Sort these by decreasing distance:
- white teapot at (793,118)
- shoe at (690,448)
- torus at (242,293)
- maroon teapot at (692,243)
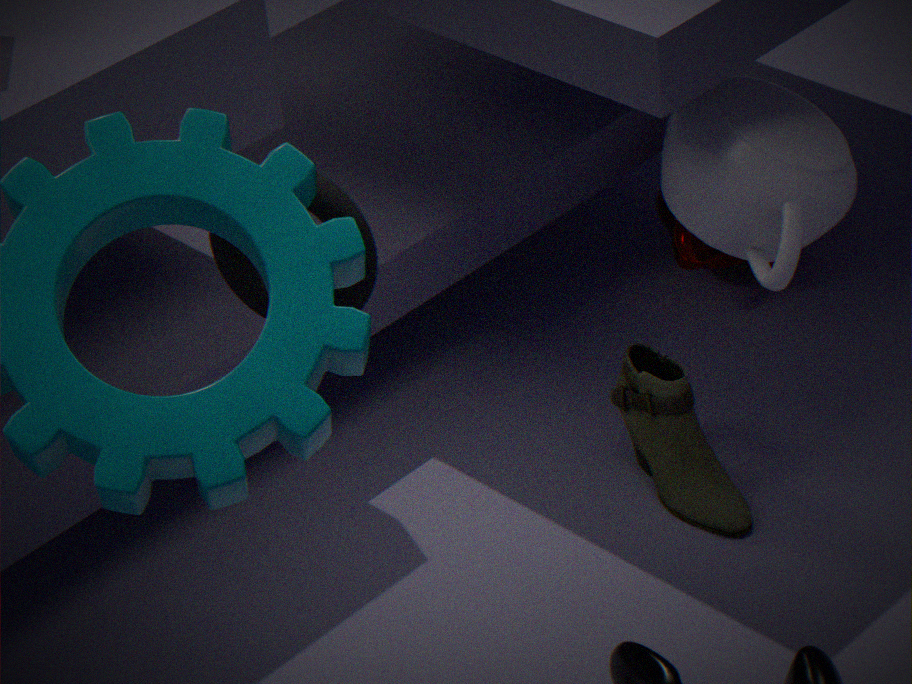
maroon teapot at (692,243), shoe at (690,448), white teapot at (793,118), torus at (242,293)
